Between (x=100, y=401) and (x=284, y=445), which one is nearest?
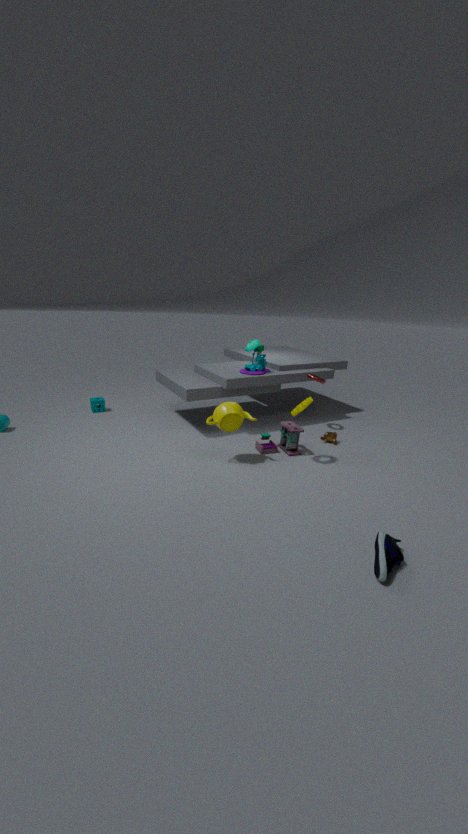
(x=284, y=445)
